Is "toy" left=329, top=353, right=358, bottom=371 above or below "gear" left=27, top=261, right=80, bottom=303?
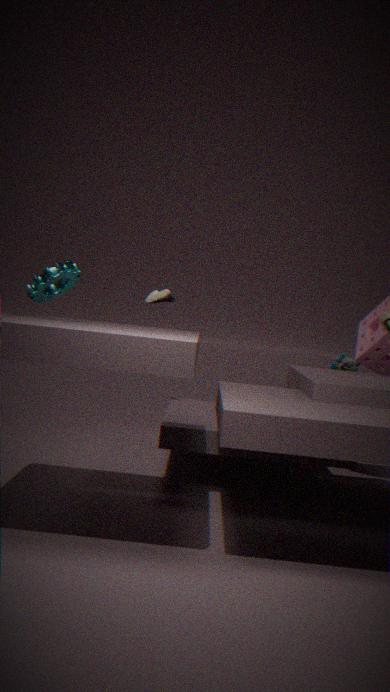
below
